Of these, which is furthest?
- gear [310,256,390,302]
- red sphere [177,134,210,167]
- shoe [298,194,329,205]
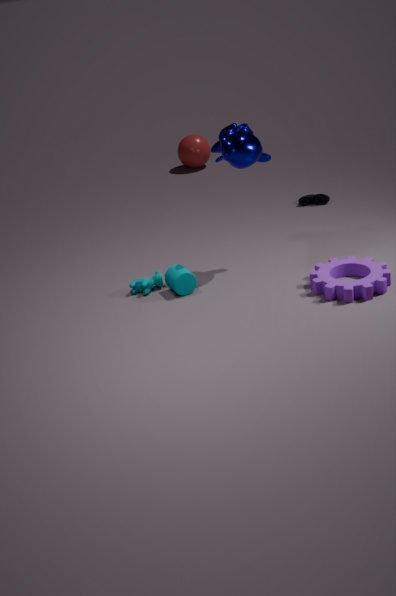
red sphere [177,134,210,167]
